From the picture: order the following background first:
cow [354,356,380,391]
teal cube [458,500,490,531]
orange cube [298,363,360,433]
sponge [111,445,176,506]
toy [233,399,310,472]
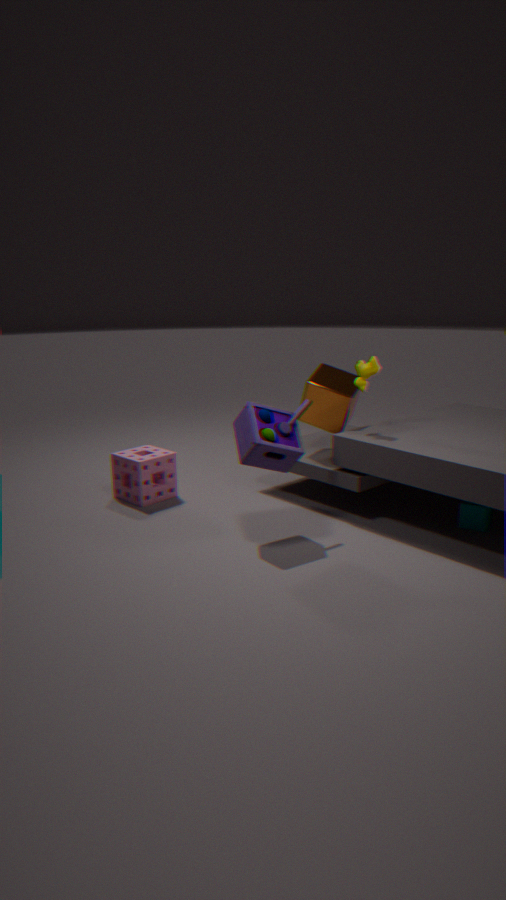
sponge [111,445,176,506] < orange cube [298,363,360,433] < cow [354,356,380,391] < teal cube [458,500,490,531] < toy [233,399,310,472]
